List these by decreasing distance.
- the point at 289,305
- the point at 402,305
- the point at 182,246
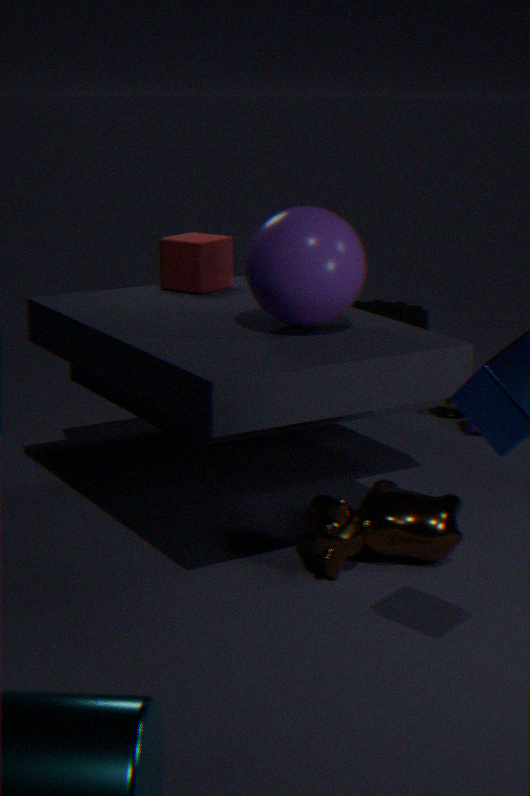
the point at 402,305 → the point at 182,246 → the point at 289,305
